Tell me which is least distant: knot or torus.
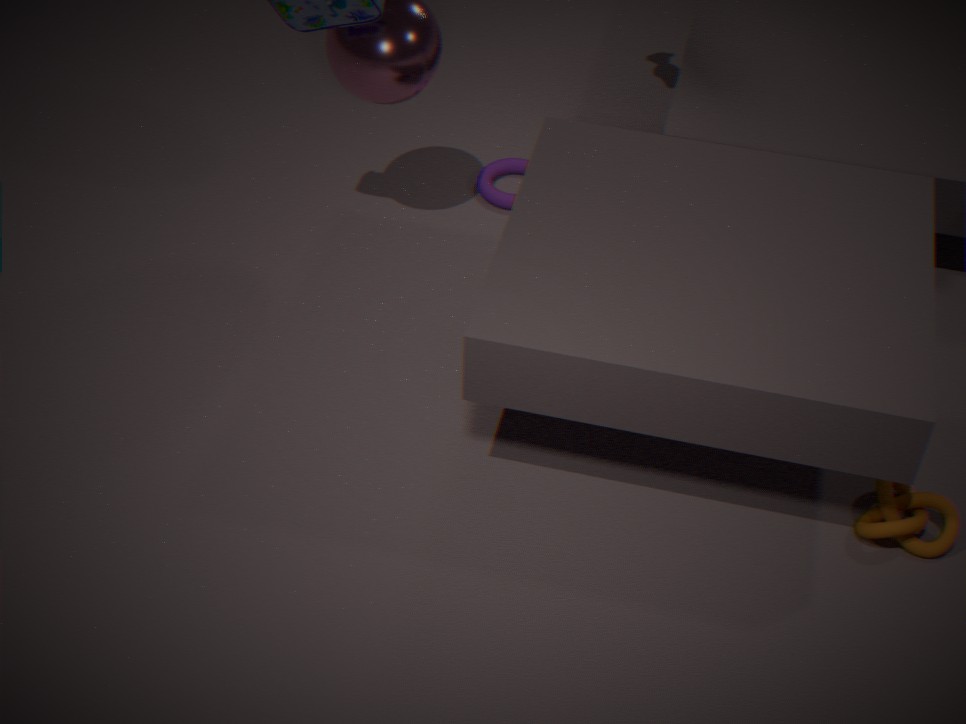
knot
